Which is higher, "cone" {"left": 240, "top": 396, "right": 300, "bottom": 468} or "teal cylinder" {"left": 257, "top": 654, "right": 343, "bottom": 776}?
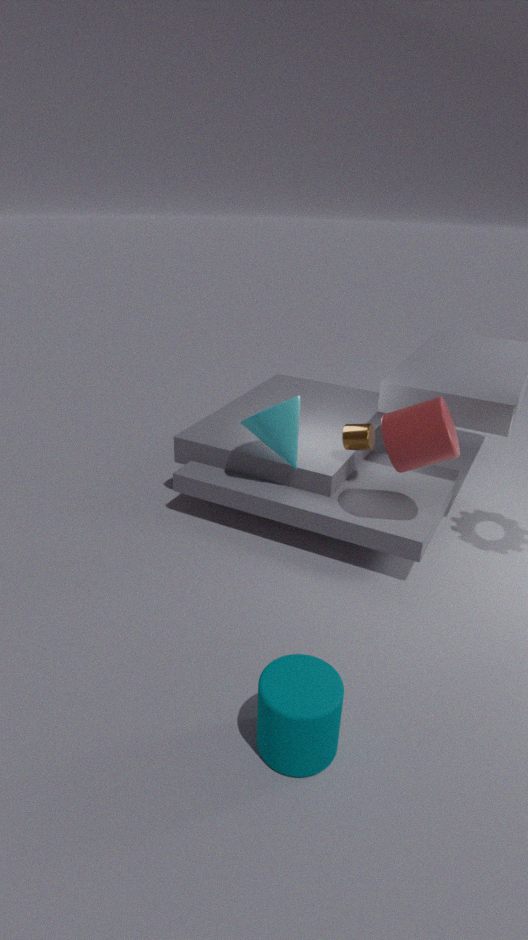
"cone" {"left": 240, "top": 396, "right": 300, "bottom": 468}
